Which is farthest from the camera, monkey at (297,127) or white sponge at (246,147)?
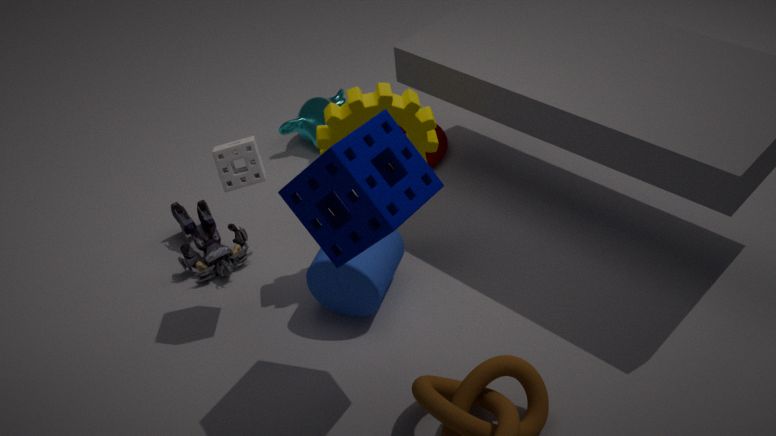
monkey at (297,127)
